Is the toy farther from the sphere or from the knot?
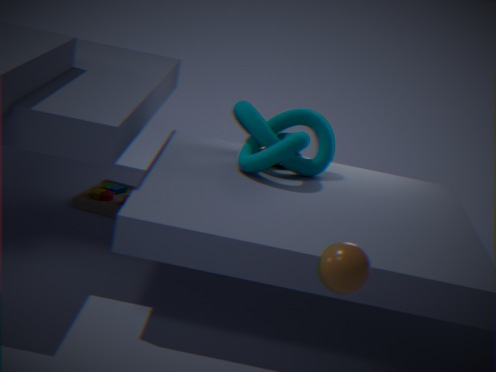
the sphere
